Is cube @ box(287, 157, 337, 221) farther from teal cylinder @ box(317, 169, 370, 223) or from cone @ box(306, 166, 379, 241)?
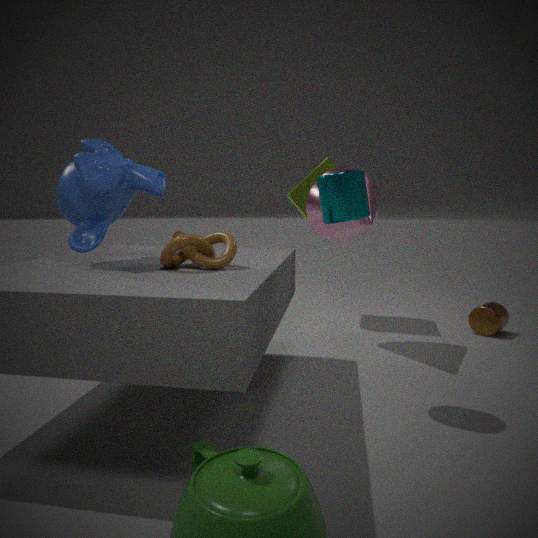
teal cylinder @ box(317, 169, 370, 223)
